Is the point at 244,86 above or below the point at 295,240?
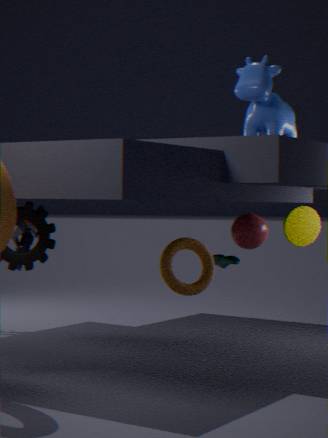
above
